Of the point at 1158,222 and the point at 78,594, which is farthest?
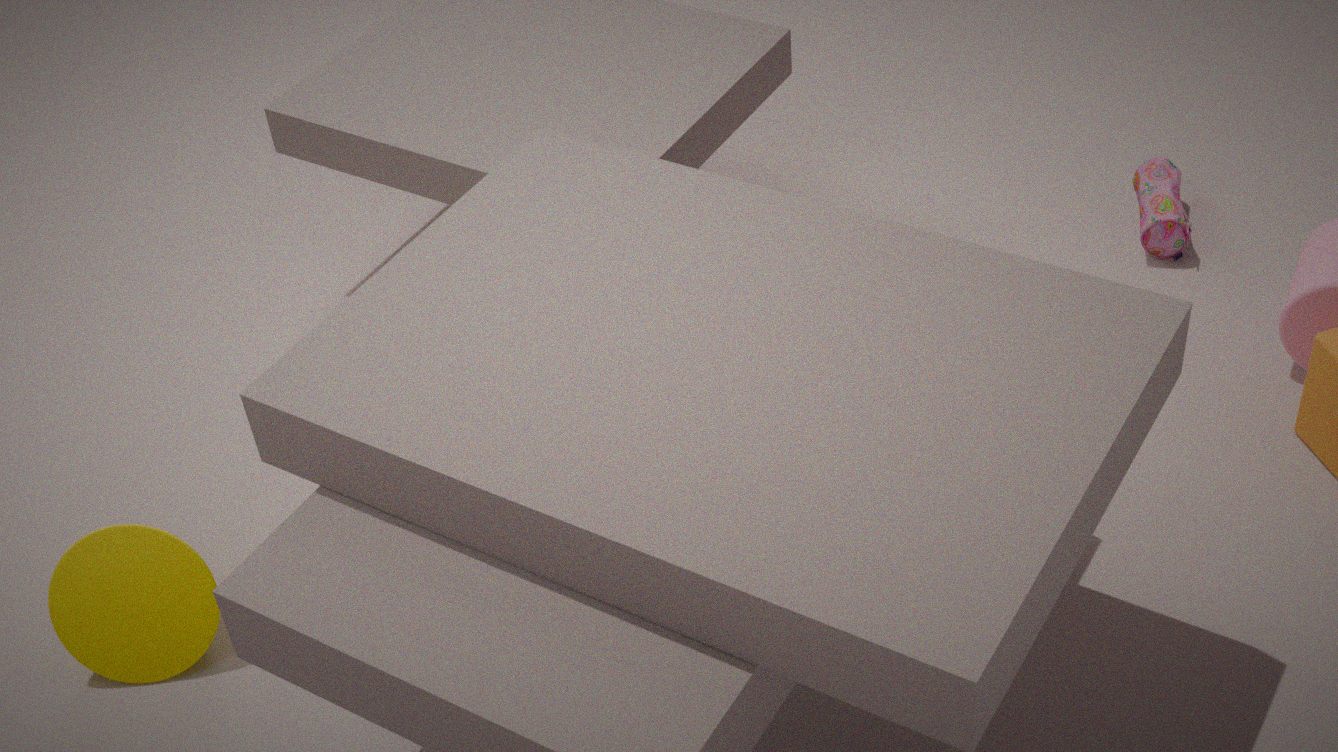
the point at 1158,222
